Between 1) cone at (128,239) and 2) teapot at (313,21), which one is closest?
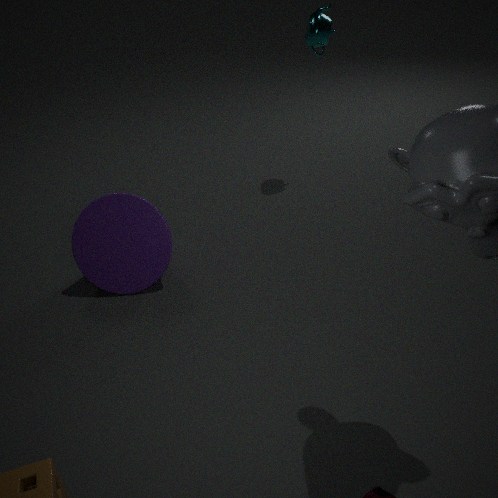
1. cone at (128,239)
